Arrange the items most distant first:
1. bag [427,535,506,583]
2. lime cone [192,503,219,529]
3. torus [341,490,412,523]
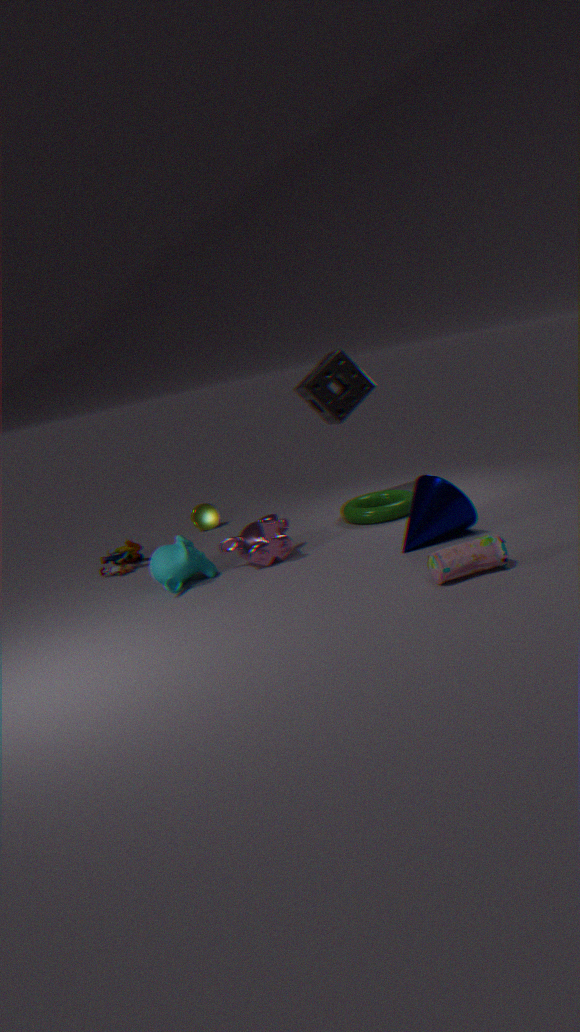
lime cone [192,503,219,529]
torus [341,490,412,523]
bag [427,535,506,583]
